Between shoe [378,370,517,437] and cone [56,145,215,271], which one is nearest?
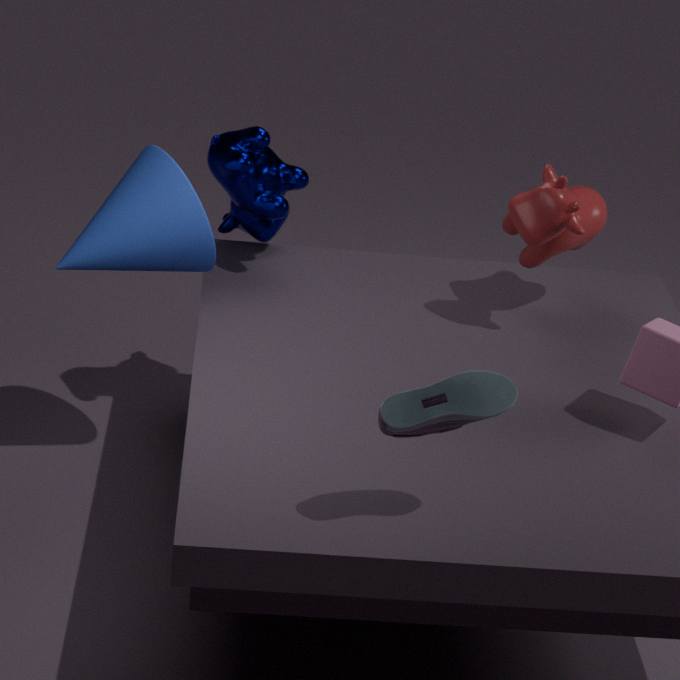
shoe [378,370,517,437]
